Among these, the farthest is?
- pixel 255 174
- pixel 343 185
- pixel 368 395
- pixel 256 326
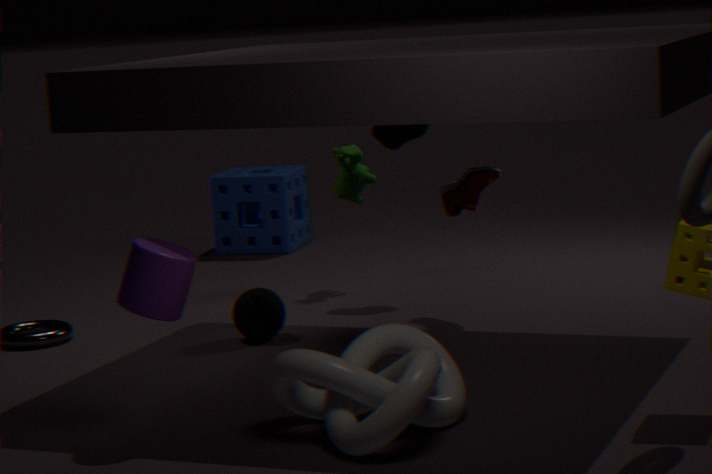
pixel 255 174
